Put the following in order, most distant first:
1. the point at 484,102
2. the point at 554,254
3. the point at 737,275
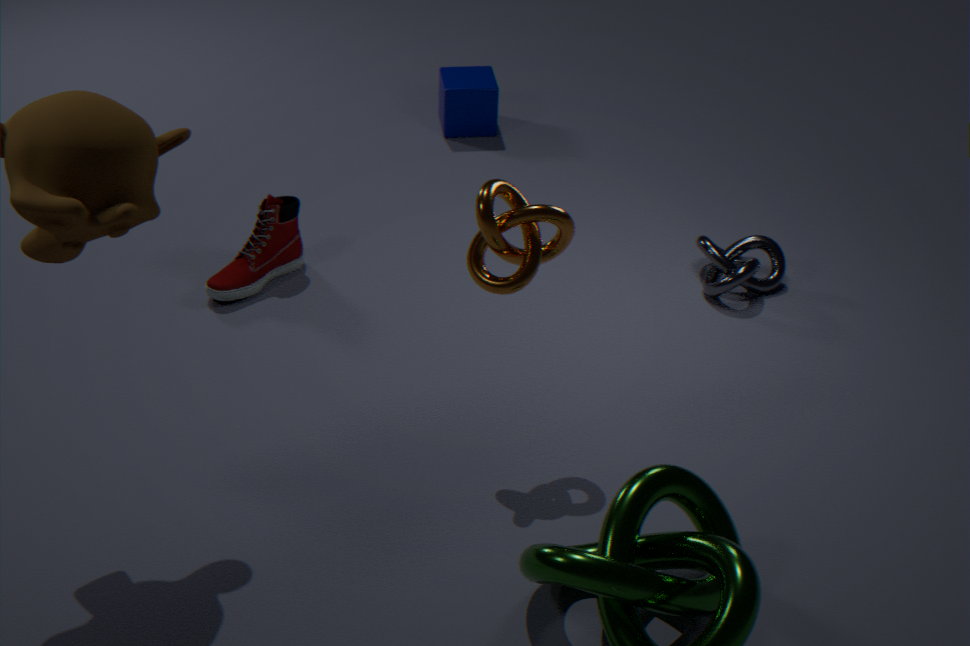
the point at 484,102
the point at 737,275
the point at 554,254
